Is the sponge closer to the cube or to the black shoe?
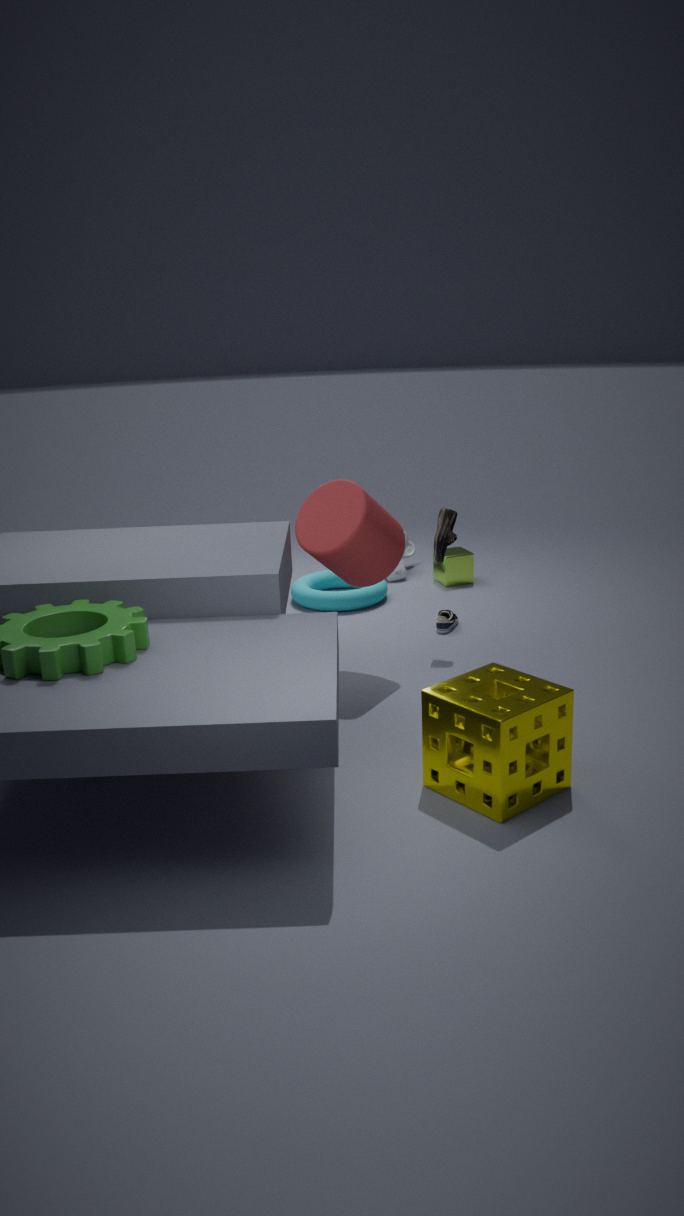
the black shoe
